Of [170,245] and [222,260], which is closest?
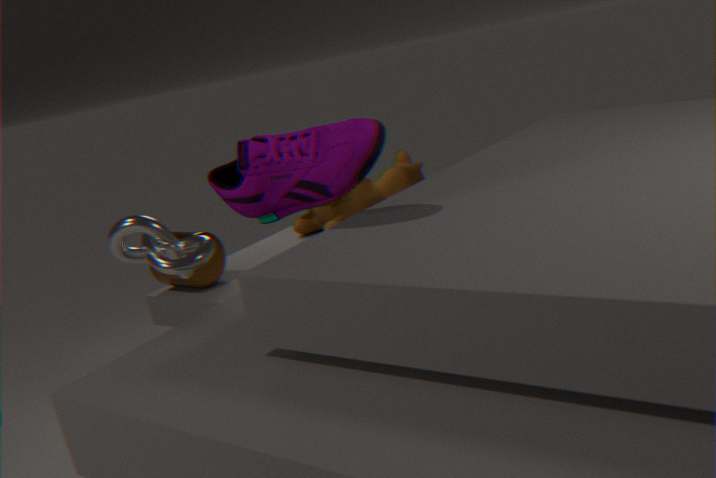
[170,245]
